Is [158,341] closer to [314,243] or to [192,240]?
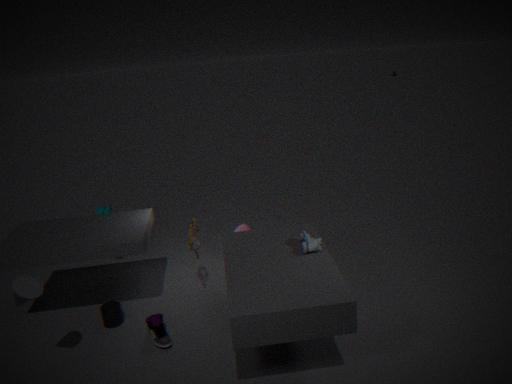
[192,240]
